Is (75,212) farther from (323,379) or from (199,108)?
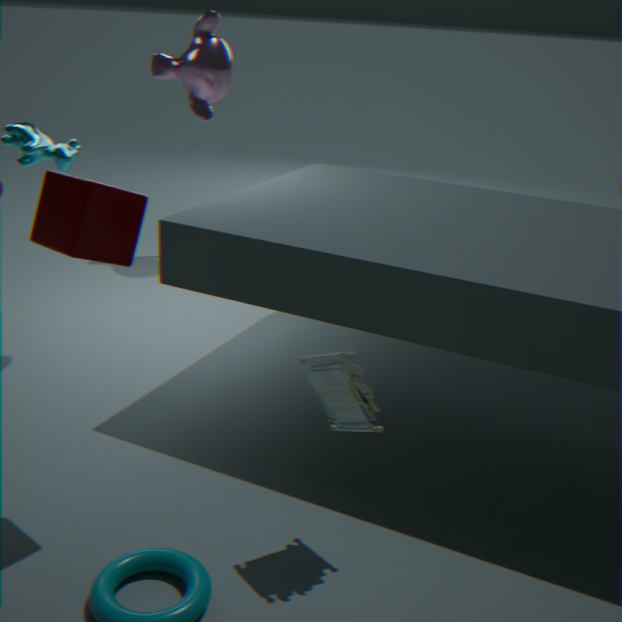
(199,108)
